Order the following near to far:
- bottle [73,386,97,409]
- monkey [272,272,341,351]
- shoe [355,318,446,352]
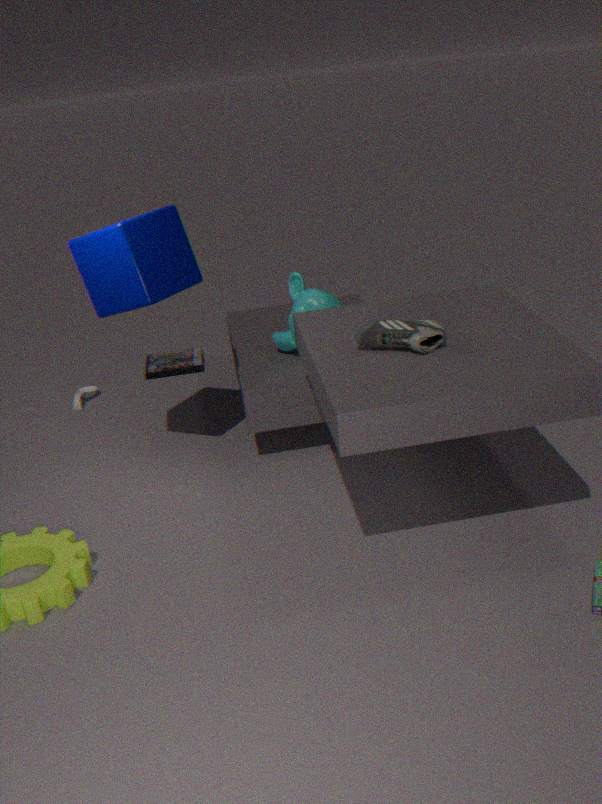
1. shoe [355,318,446,352]
2. monkey [272,272,341,351]
3. bottle [73,386,97,409]
